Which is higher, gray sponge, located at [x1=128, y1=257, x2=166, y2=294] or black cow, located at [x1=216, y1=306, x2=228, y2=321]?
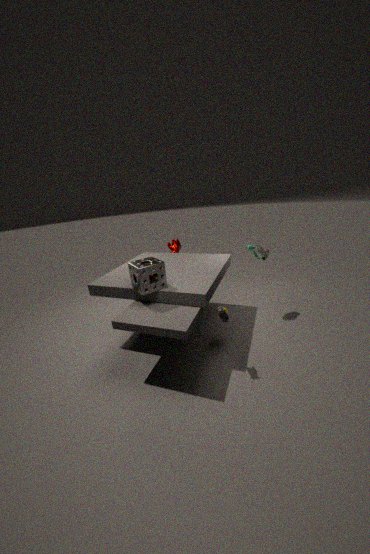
gray sponge, located at [x1=128, y1=257, x2=166, y2=294]
